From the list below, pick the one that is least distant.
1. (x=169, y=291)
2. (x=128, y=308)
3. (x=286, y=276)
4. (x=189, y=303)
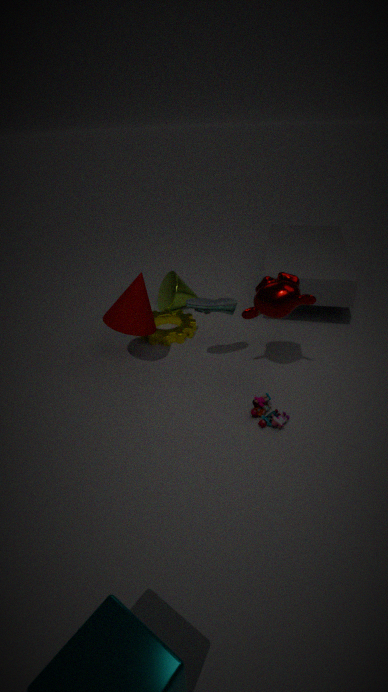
(x=286, y=276)
